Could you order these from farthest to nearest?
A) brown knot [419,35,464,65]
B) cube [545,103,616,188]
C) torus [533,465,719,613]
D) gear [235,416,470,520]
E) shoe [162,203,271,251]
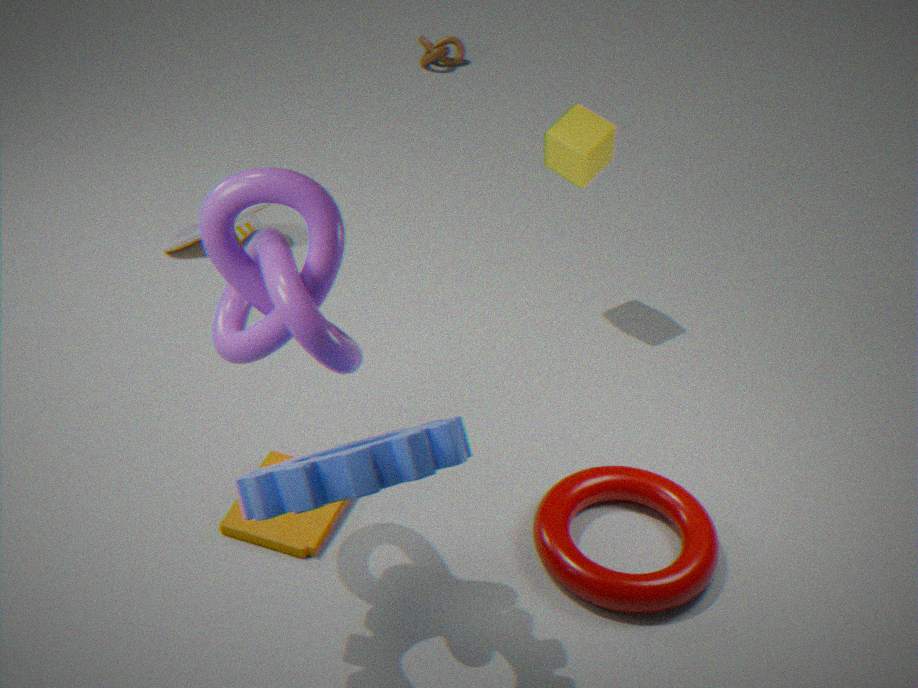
A. brown knot [419,35,464,65], E. shoe [162,203,271,251], B. cube [545,103,616,188], C. torus [533,465,719,613], D. gear [235,416,470,520]
